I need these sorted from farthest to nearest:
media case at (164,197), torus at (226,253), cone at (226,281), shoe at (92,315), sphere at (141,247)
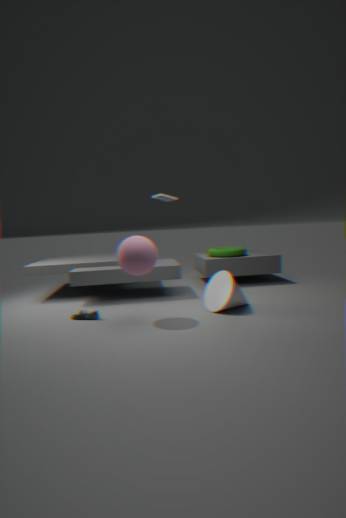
1. torus at (226,253)
2. media case at (164,197)
3. shoe at (92,315)
4. cone at (226,281)
5. sphere at (141,247)
